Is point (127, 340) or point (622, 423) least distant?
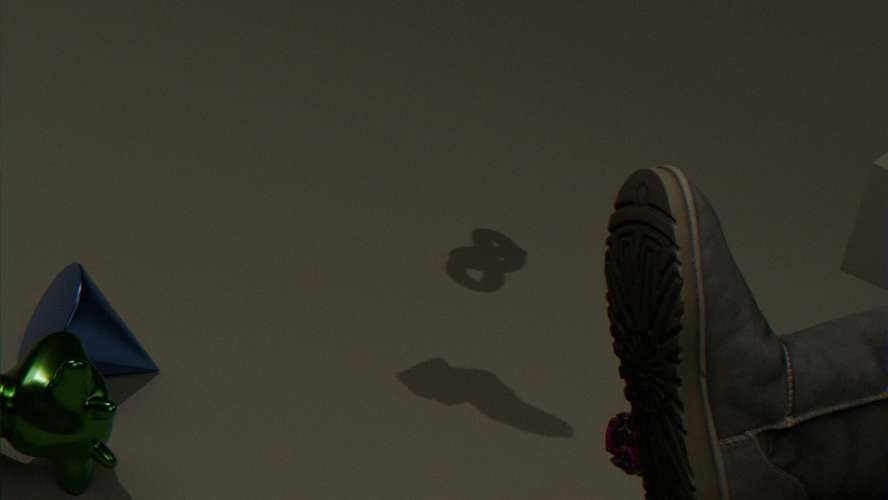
point (622, 423)
